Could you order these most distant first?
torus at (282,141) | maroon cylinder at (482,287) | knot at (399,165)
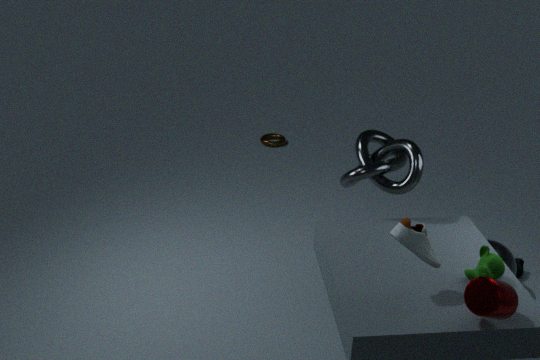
torus at (282,141), knot at (399,165), maroon cylinder at (482,287)
